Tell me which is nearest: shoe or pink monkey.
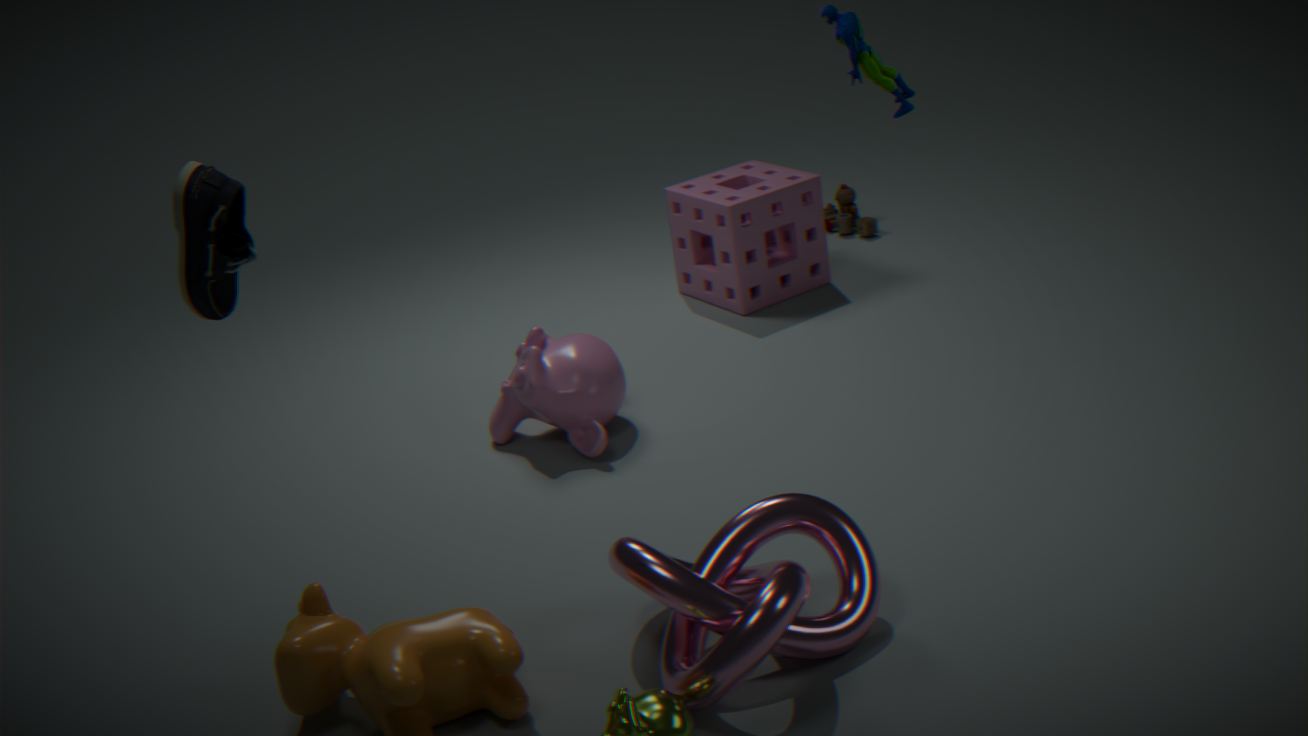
shoe
